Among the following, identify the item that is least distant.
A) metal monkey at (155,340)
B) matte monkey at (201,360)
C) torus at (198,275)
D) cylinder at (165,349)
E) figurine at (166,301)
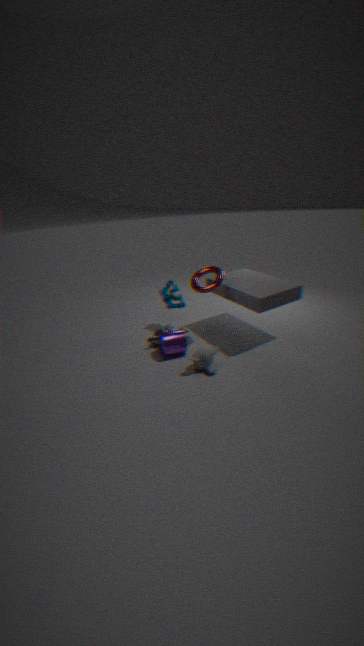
matte monkey at (201,360)
